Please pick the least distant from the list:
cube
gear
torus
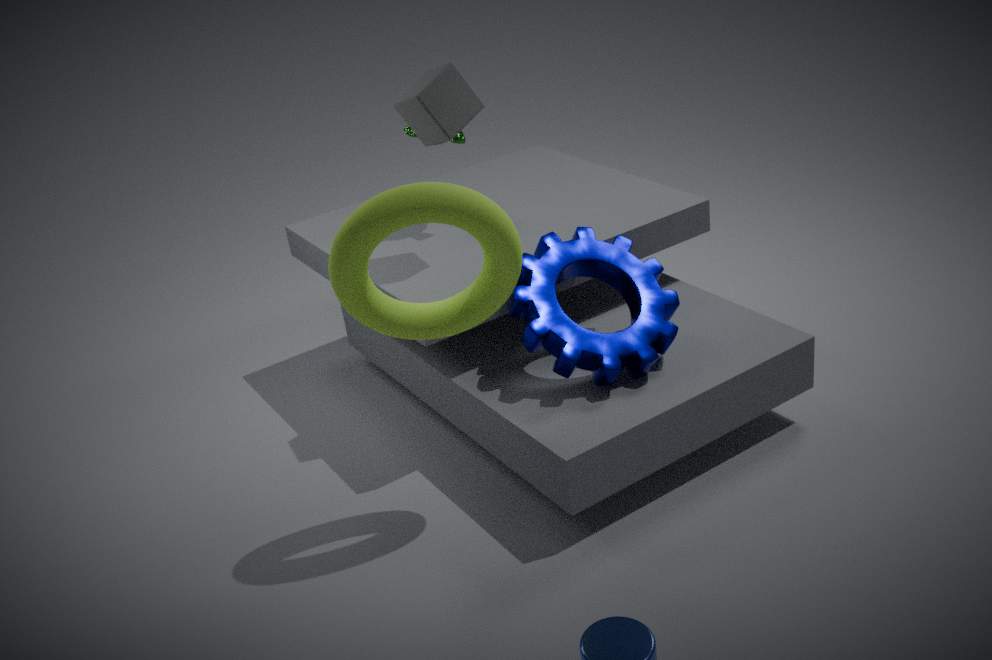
torus
